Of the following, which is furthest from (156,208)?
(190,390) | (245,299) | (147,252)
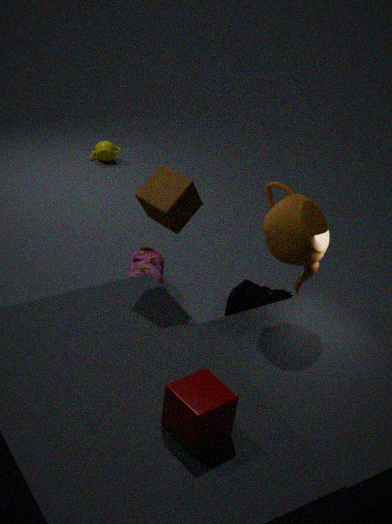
(245,299)
